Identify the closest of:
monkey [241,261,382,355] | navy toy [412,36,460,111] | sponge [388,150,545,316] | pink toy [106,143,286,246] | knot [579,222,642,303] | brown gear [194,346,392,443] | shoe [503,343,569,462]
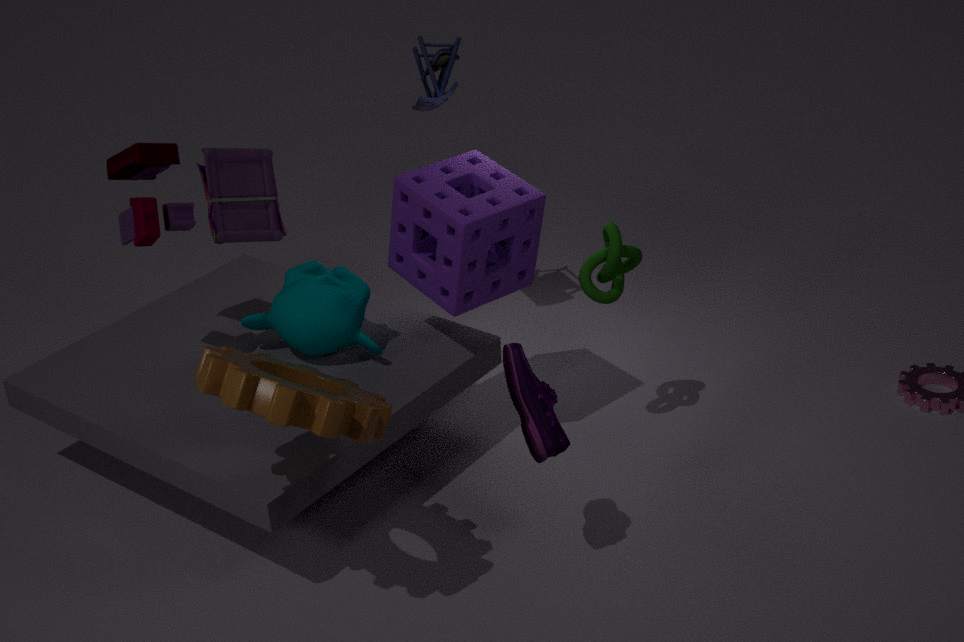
brown gear [194,346,392,443]
